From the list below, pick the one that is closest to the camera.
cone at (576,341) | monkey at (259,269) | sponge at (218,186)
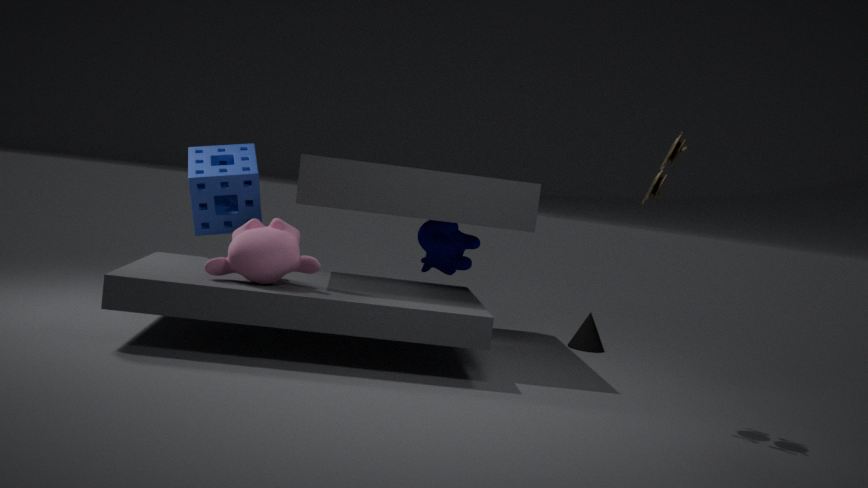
monkey at (259,269)
